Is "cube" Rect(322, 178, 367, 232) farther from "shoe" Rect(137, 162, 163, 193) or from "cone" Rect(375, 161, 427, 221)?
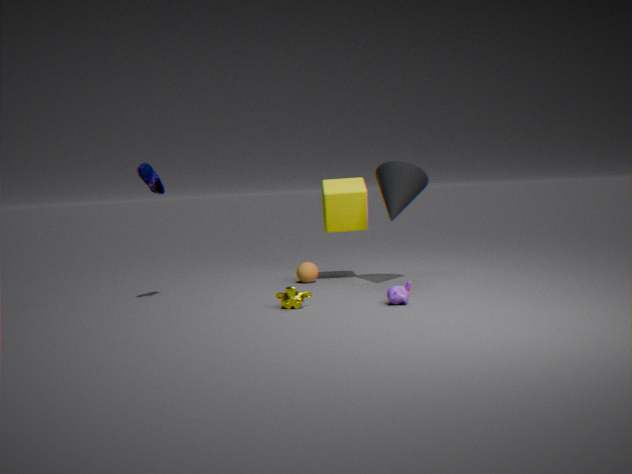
"shoe" Rect(137, 162, 163, 193)
